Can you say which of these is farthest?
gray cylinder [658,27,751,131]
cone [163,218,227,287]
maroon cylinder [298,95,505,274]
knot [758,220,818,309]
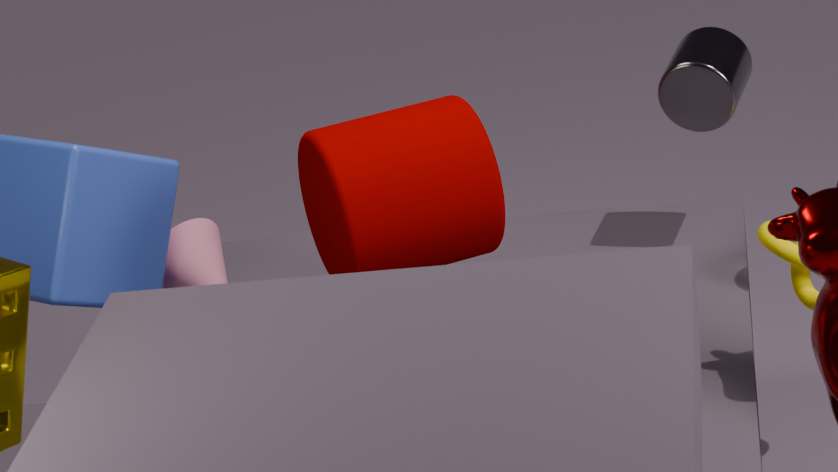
cone [163,218,227,287]
